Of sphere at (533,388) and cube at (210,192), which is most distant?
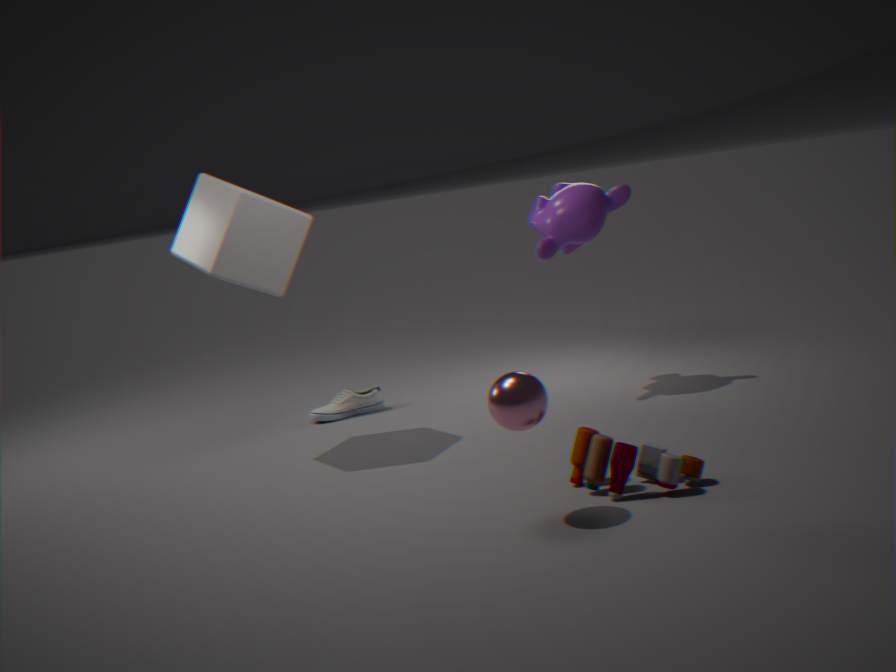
cube at (210,192)
